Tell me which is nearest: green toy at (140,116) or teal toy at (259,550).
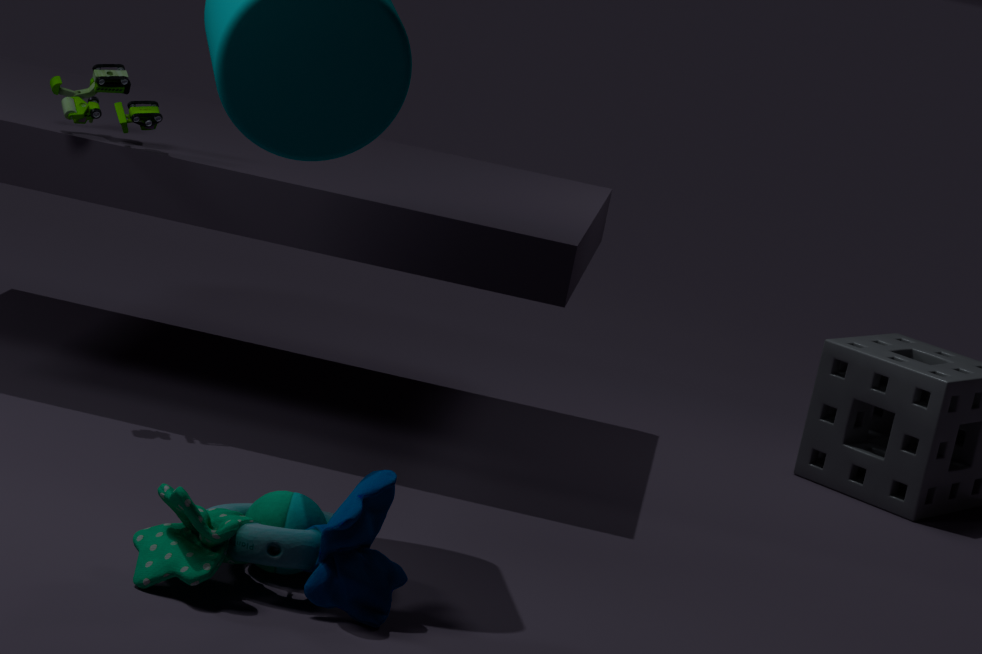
teal toy at (259,550)
